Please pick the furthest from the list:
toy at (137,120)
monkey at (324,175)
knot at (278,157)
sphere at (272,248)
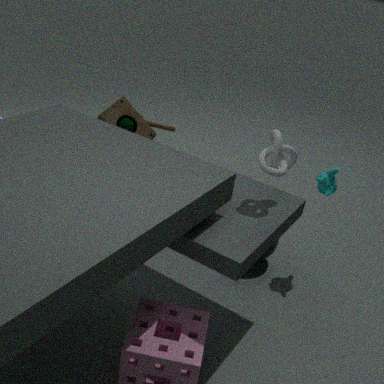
toy at (137,120)
